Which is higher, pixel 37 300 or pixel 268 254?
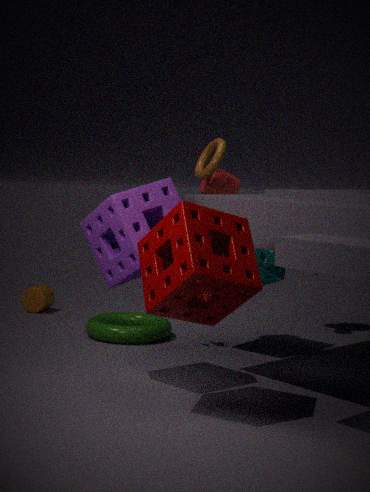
pixel 268 254
